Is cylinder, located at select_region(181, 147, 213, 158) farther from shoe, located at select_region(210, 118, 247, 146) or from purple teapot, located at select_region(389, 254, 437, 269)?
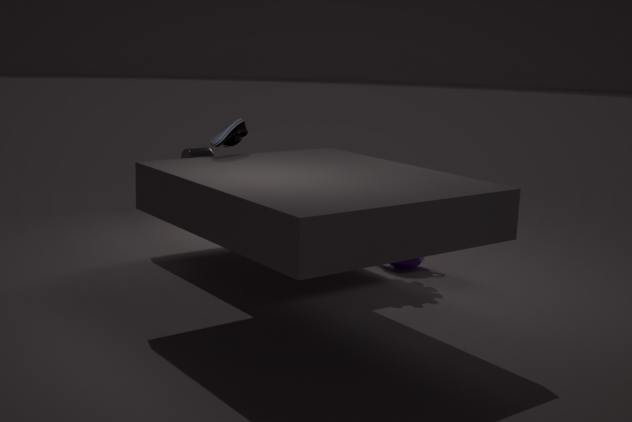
purple teapot, located at select_region(389, 254, 437, 269)
